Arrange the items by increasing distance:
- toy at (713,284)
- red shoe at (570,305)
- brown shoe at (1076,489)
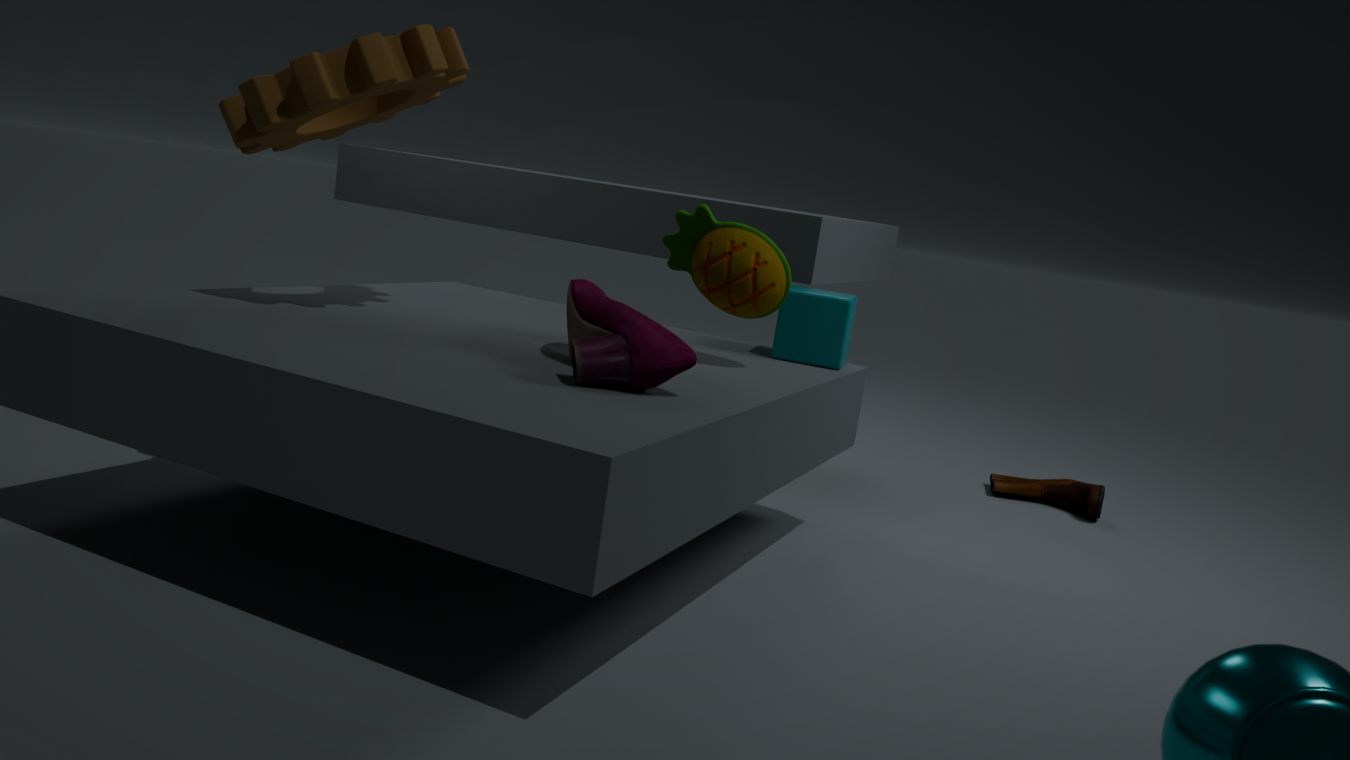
1. red shoe at (570,305)
2. toy at (713,284)
3. brown shoe at (1076,489)
